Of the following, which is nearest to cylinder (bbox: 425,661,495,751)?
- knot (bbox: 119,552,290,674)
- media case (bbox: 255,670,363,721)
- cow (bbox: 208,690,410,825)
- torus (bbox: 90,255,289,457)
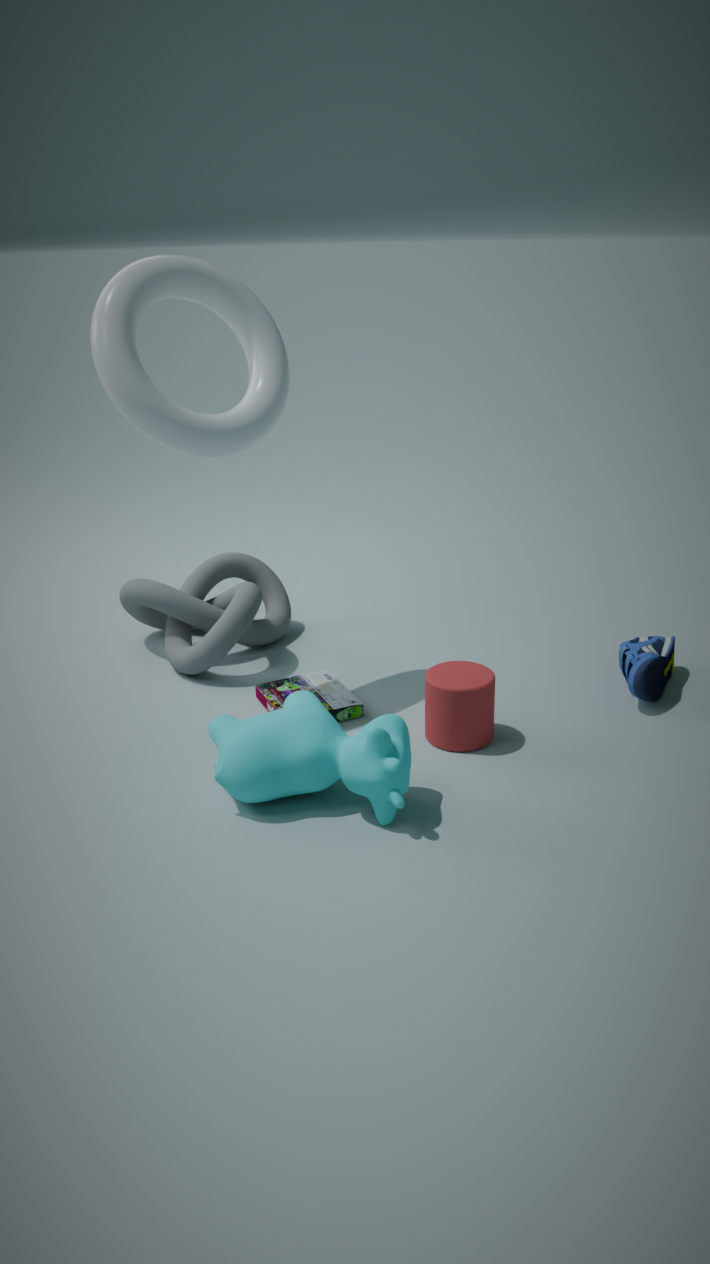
media case (bbox: 255,670,363,721)
